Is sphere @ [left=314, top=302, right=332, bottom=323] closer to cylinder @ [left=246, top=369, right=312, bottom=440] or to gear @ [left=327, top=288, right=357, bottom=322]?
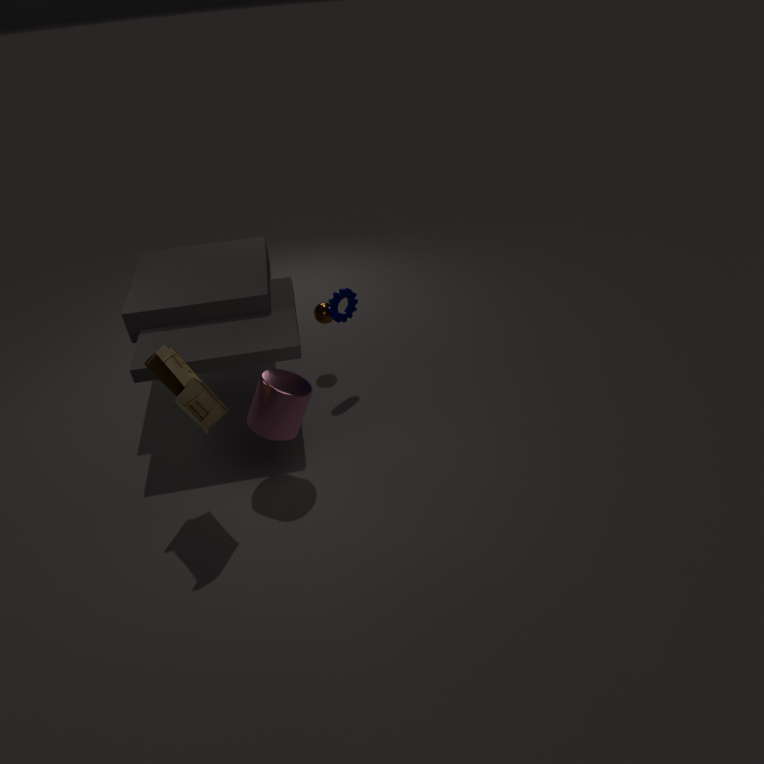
gear @ [left=327, top=288, right=357, bottom=322]
